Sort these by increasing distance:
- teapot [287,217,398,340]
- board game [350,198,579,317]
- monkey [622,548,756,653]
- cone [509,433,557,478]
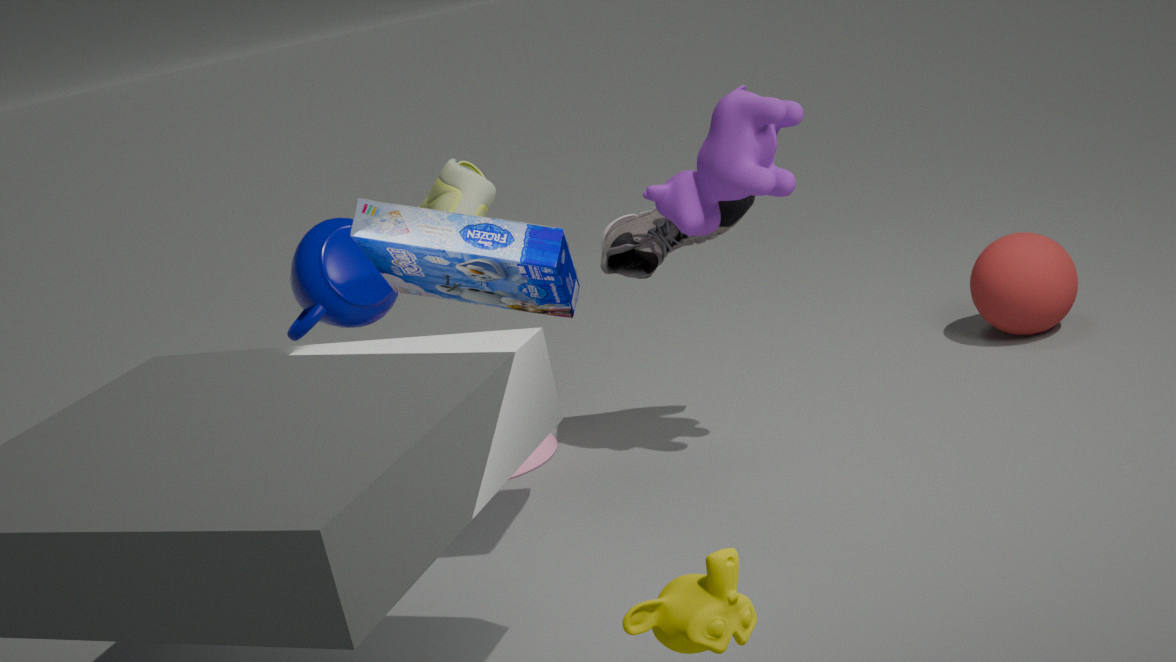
monkey [622,548,756,653] < board game [350,198,579,317] < teapot [287,217,398,340] < cone [509,433,557,478]
